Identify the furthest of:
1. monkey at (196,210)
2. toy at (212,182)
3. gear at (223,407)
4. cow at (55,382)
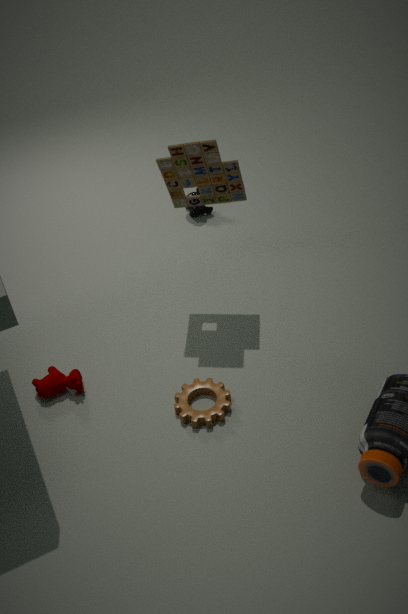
monkey at (196,210)
